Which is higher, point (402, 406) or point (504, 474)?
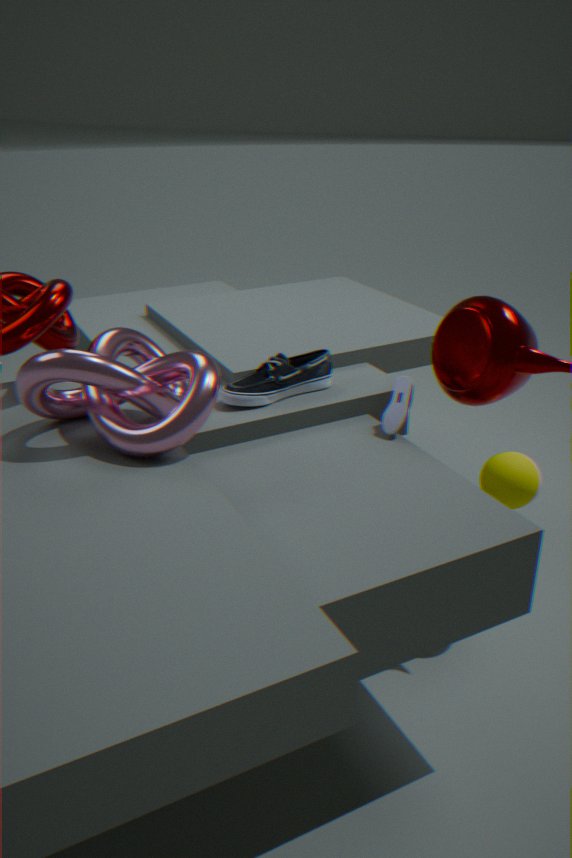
point (402, 406)
